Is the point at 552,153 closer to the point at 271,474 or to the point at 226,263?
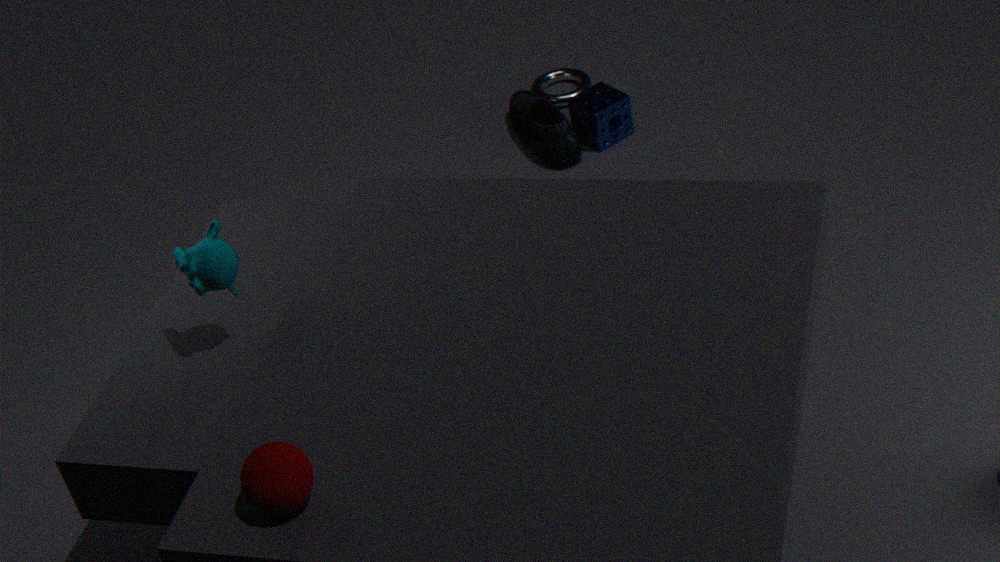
the point at 226,263
